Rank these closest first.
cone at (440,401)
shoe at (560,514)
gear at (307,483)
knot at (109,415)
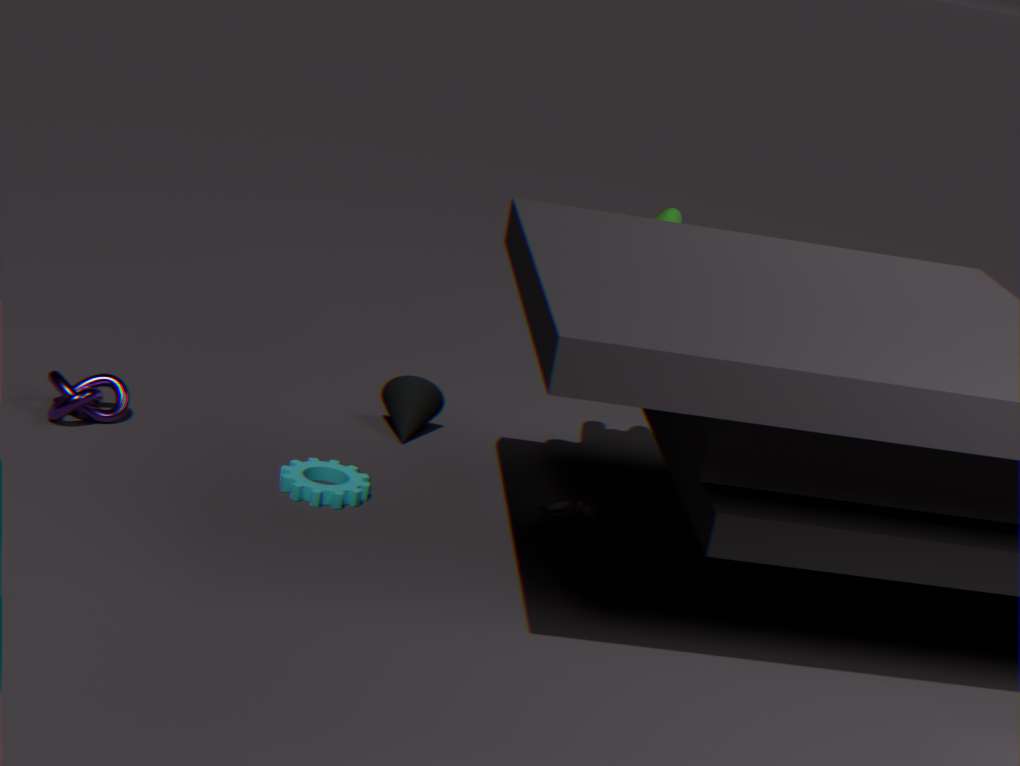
1. gear at (307,483)
2. shoe at (560,514)
3. knot at (109,415)
4. cone at (440,401)
